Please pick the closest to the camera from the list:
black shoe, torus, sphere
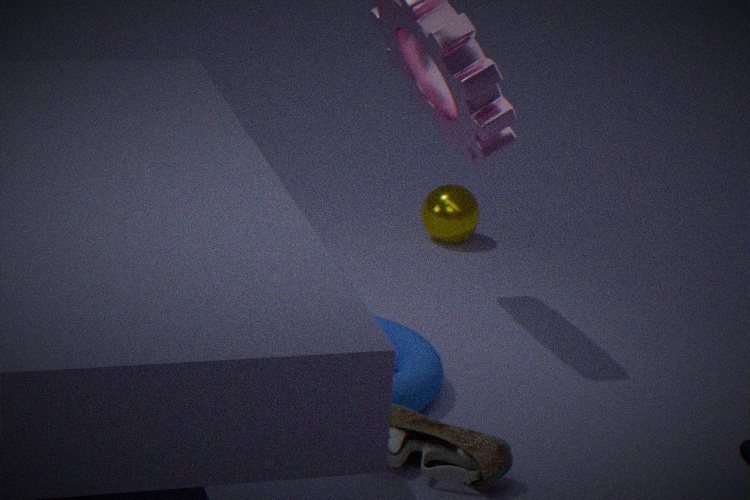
black shoe
